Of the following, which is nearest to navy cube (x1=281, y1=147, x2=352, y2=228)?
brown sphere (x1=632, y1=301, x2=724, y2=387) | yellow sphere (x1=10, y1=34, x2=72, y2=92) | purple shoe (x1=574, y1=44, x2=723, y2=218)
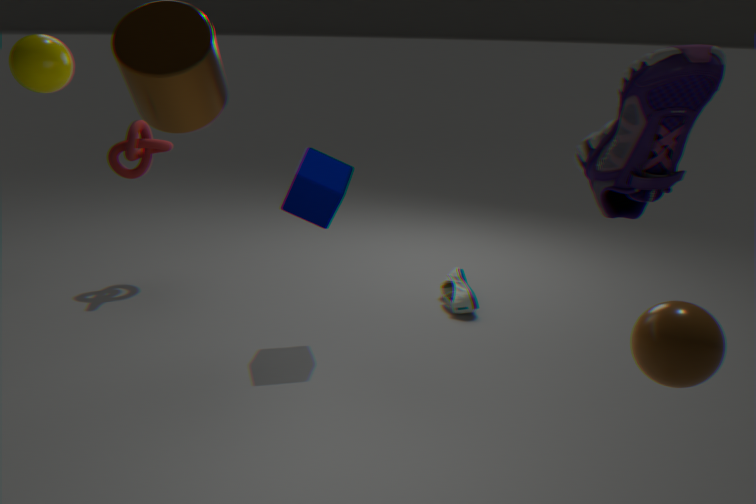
yellow sphere (x1=10, y1=34, x2=72, y2=92)
